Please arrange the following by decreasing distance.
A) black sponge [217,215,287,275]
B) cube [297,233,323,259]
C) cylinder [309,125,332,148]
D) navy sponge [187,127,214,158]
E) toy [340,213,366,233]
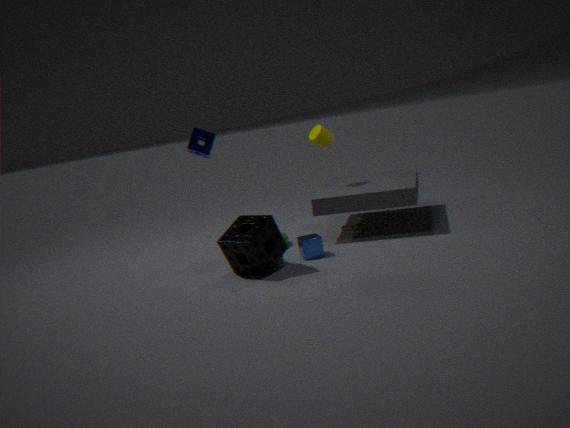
cylinder [309,125,332,148], toy [340,213,366,233], cube [297,233,323,259], black sponge [217,215,287,275], navy sponge [187,127,214,158]
